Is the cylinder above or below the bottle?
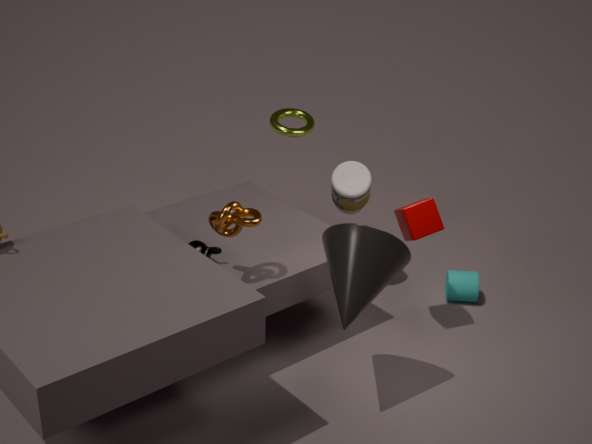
below
